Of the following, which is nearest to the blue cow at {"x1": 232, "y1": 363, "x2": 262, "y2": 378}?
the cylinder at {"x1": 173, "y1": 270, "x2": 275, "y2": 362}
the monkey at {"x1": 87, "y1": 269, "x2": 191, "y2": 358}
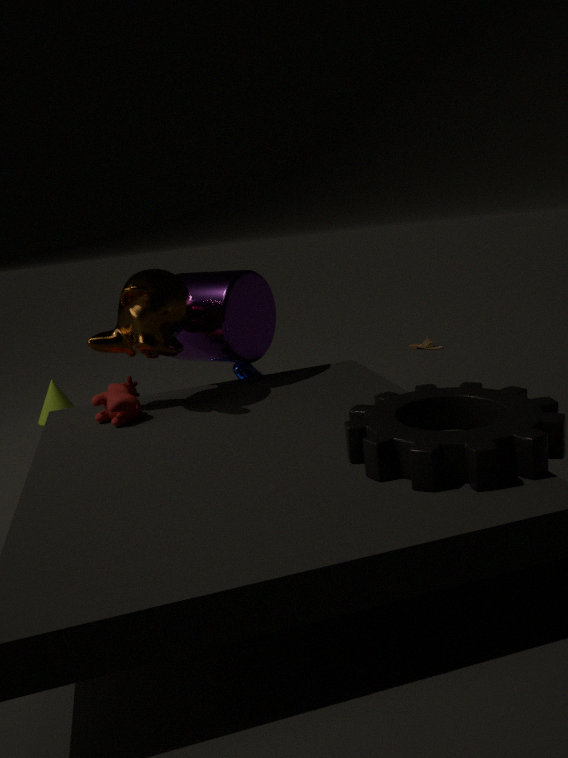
the cylinder at {"x1": 173, "y1": 270, "x2": 275, "y2": 362}
